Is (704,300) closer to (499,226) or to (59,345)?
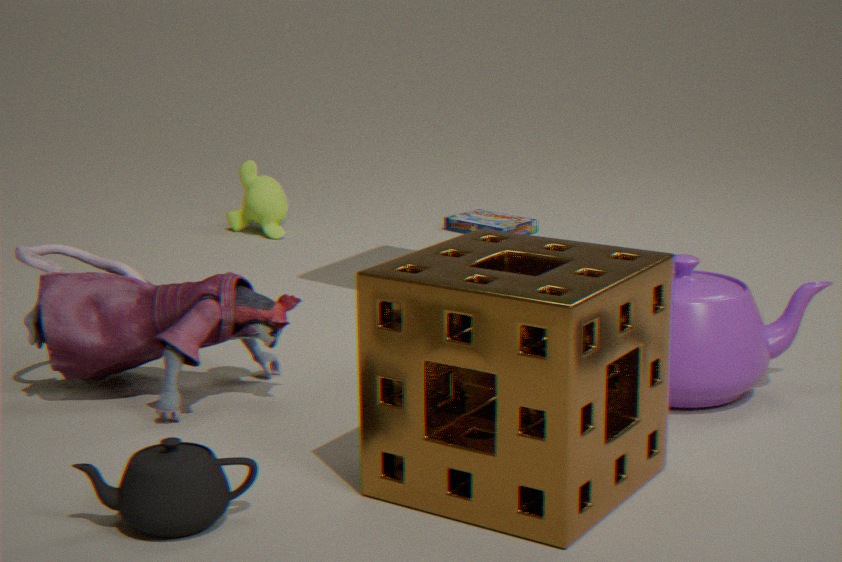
(59,345)
